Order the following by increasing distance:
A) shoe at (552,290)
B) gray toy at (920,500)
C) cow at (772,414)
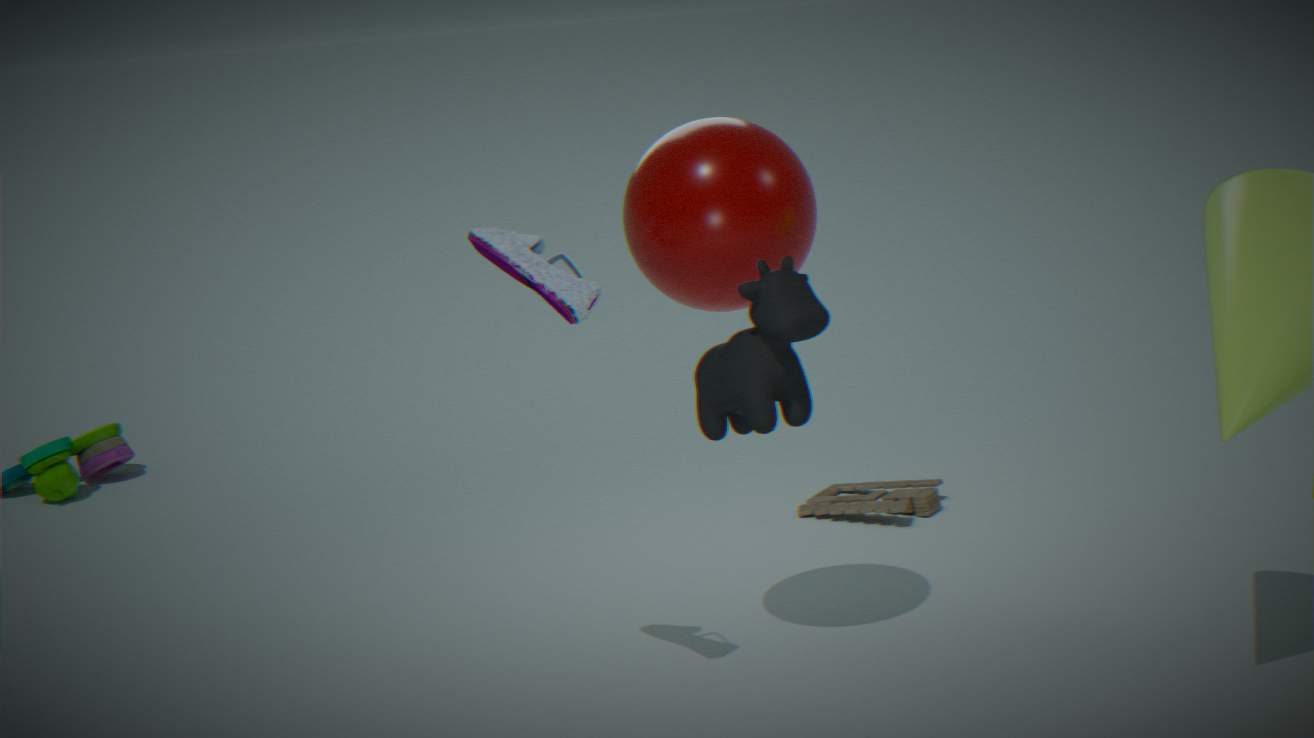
cow at (772,414) < shoe at (552,290) < gray toy at (920,500)
